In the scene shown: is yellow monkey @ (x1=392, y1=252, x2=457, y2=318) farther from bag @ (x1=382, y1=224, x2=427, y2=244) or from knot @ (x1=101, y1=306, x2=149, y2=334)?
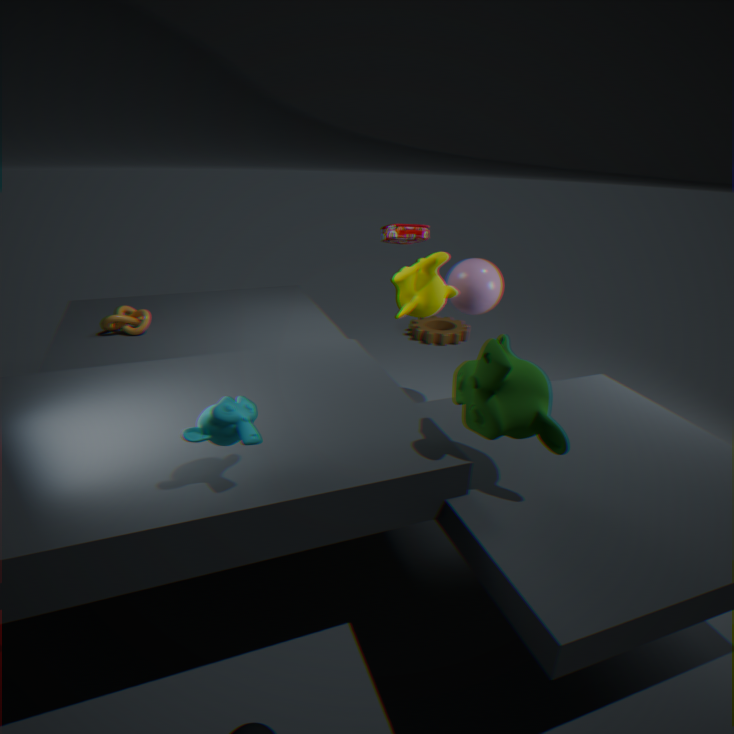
knot @ (x1=101, y1=306, x2=149, y2=334)
